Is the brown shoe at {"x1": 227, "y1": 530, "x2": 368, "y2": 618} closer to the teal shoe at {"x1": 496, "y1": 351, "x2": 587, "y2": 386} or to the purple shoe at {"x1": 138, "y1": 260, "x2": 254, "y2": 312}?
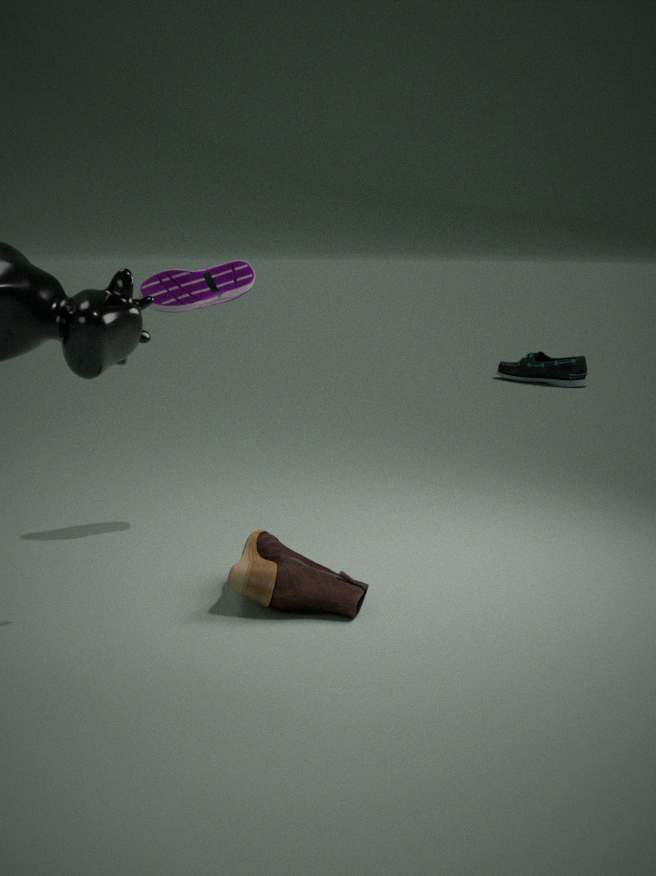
the purple shoe at {"x1": 138, "y1": 260, "x2": 254, "y2": 312}
